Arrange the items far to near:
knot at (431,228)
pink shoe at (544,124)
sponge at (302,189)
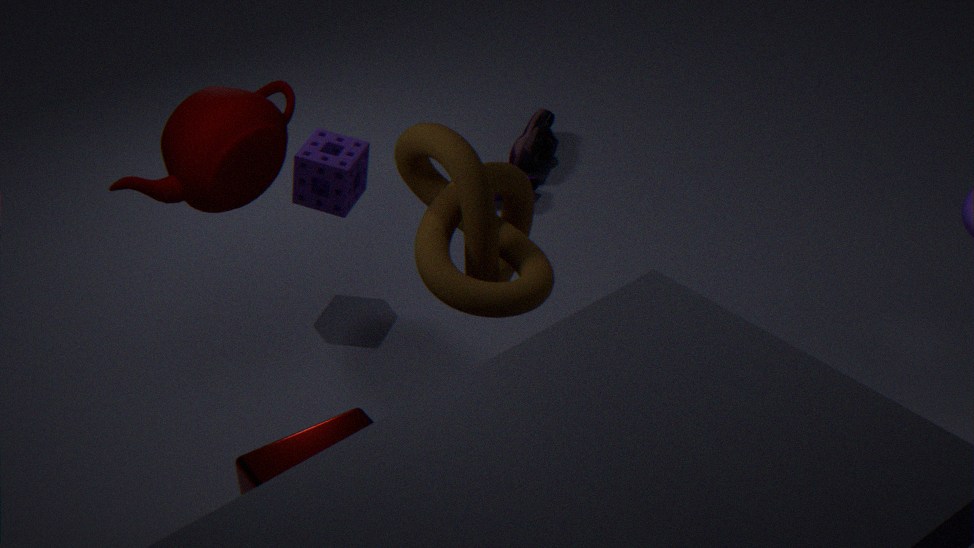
pink shoe at (544,124), sponge at (302,189), knot at (431,228)
